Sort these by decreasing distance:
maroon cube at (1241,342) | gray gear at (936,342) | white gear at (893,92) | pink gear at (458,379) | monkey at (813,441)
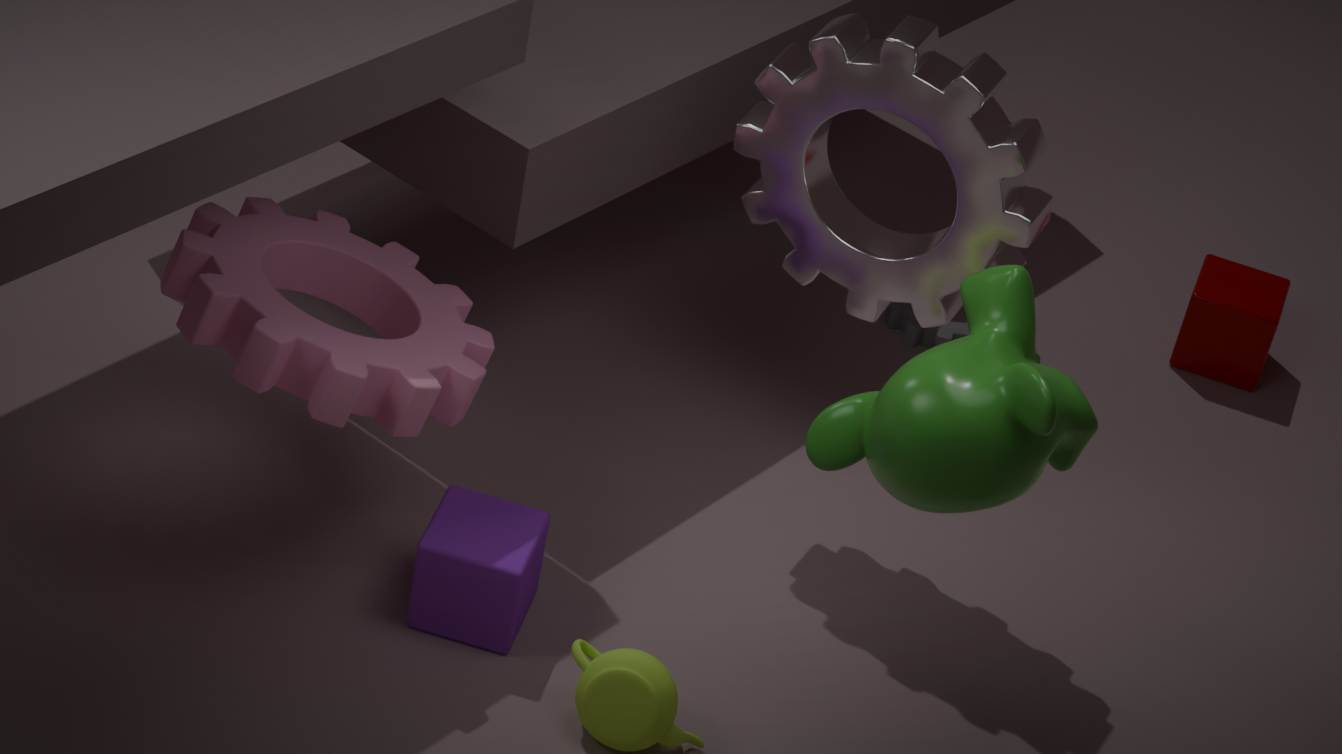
maroon cube at (1241,342) → gray gear at (936,342) → white gear at (893,92) → pink gear at (458,379) → monkey at (813,441)
